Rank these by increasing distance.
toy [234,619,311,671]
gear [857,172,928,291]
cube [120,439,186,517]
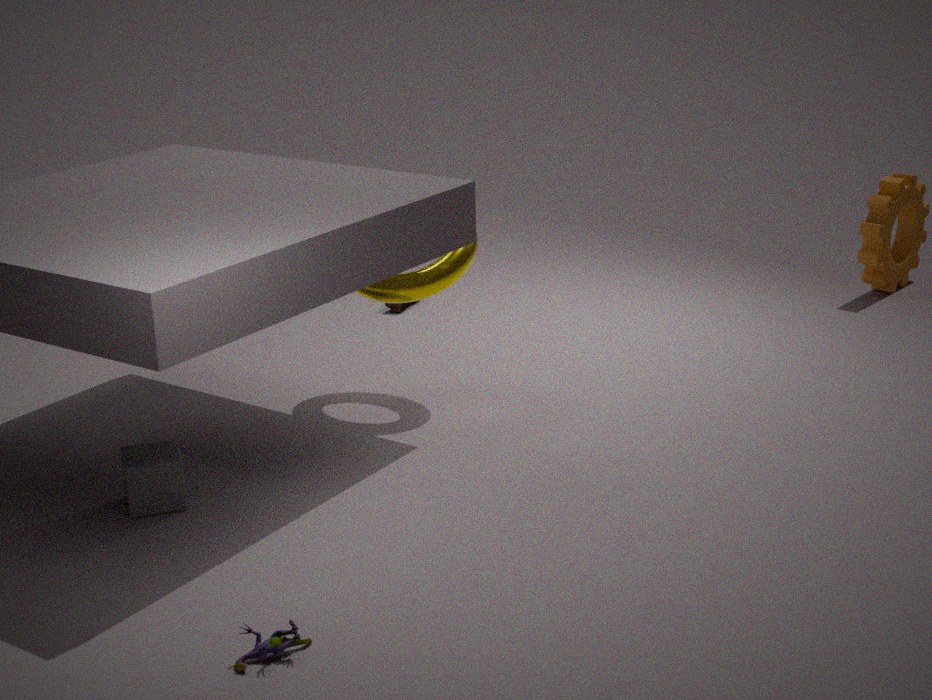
toy [234,619,311,671] → cube [120,439,186,517] → gear [857,172,928,291]
